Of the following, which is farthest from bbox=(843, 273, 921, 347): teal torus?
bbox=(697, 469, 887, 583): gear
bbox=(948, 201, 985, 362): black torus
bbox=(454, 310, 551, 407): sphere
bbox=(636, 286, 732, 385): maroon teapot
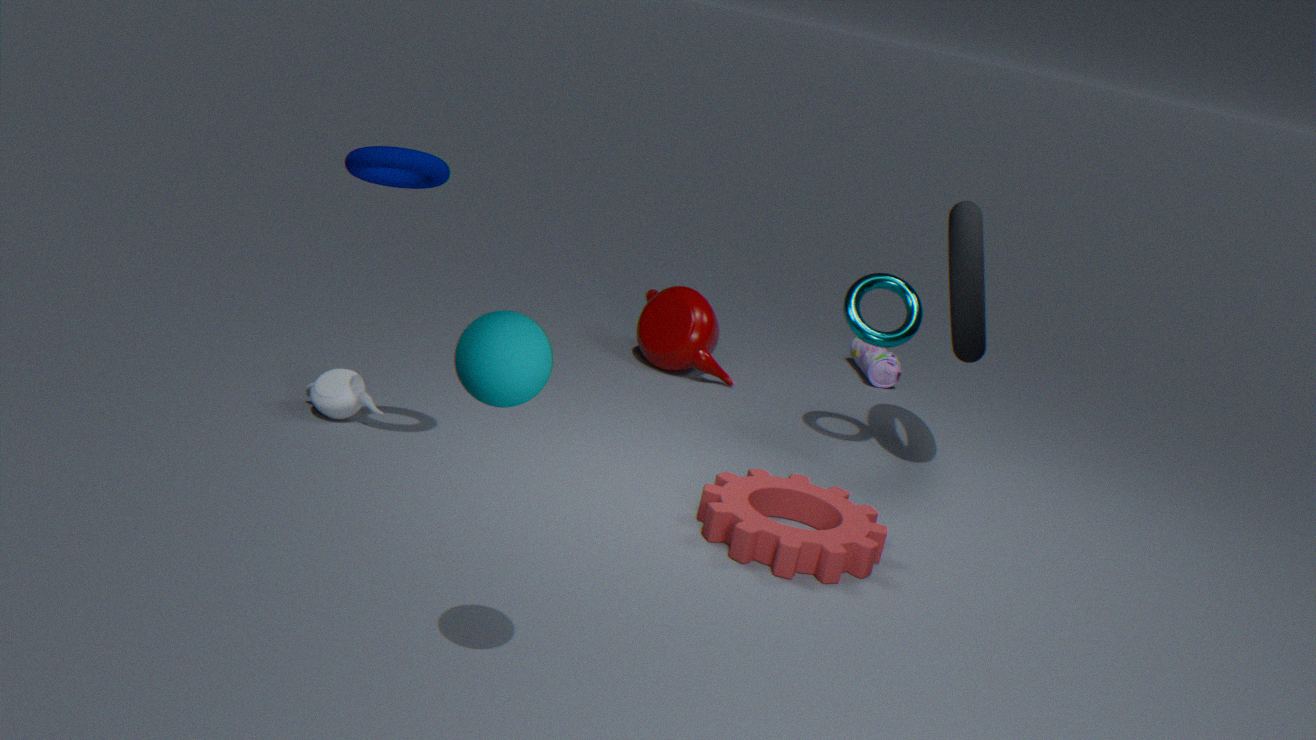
bbox=(454, 310, 551, 407): sphere
